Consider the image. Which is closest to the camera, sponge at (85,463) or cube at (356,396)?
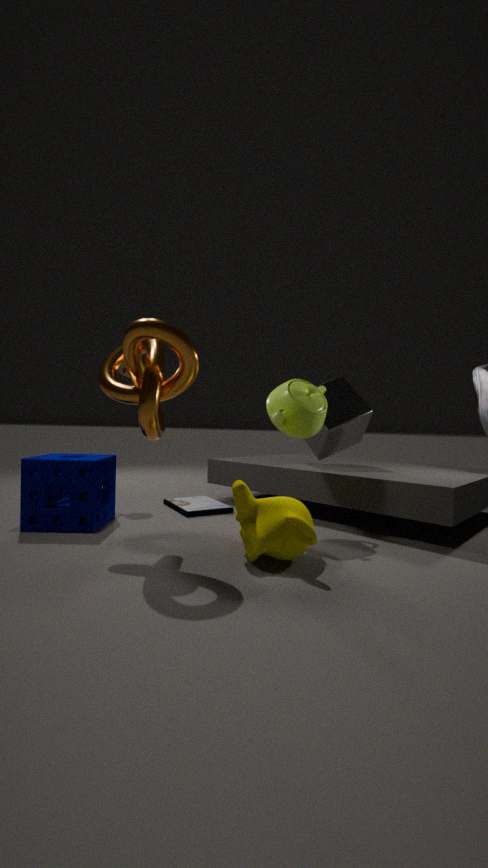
sponge at (85,463)
